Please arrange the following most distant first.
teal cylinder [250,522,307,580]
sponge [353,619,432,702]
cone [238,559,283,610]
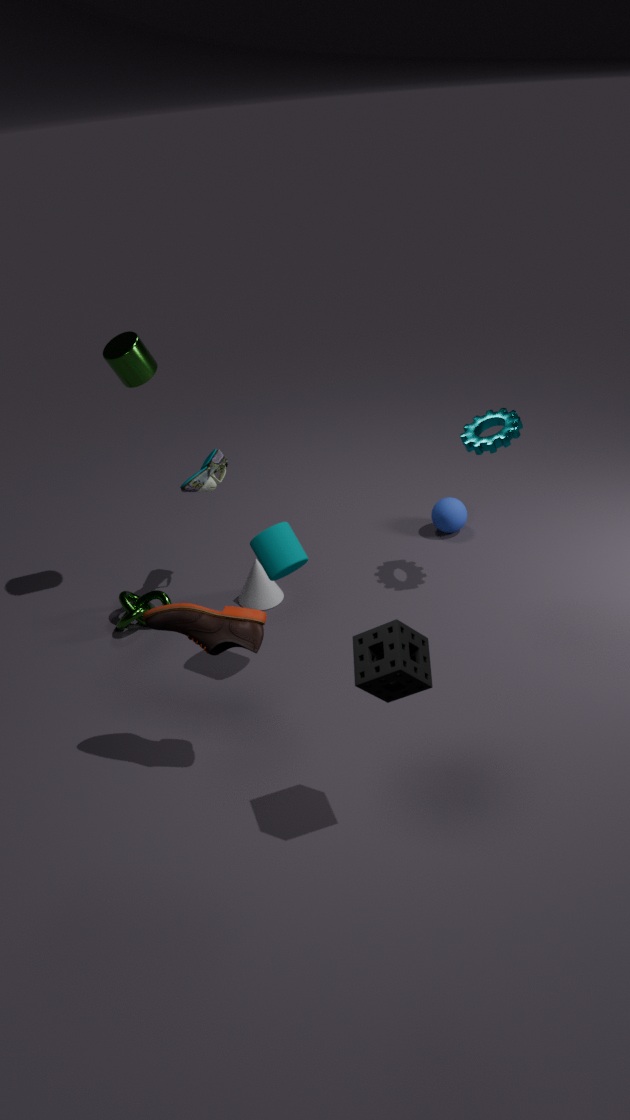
cone [238,559,283,610] < teal cylinder [250,522,307,580] < sponge [353,619,432,702]
